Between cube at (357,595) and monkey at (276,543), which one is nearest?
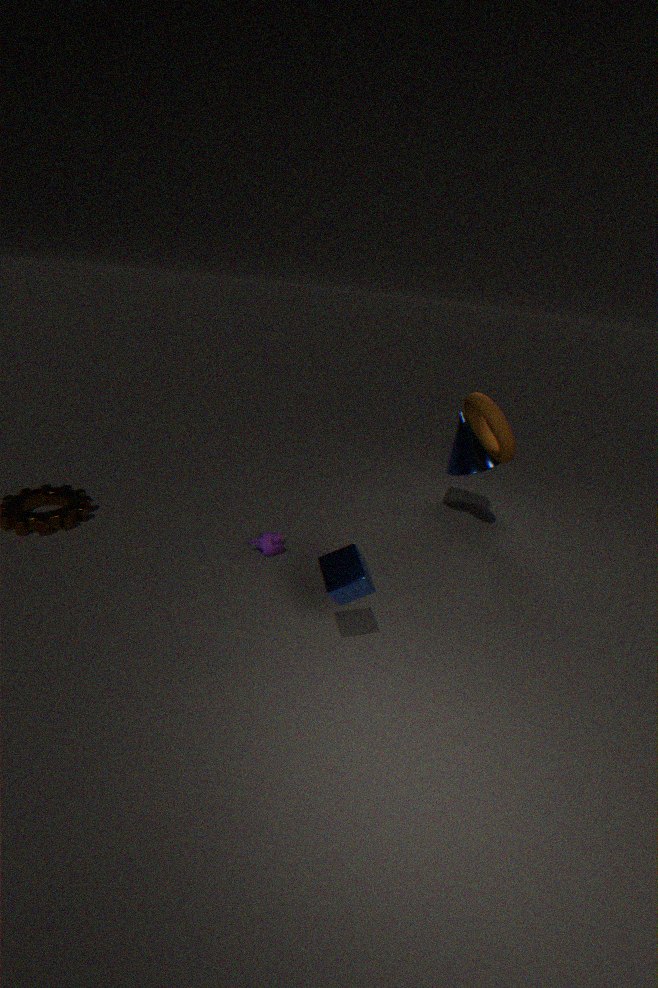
cube at (357,595)
